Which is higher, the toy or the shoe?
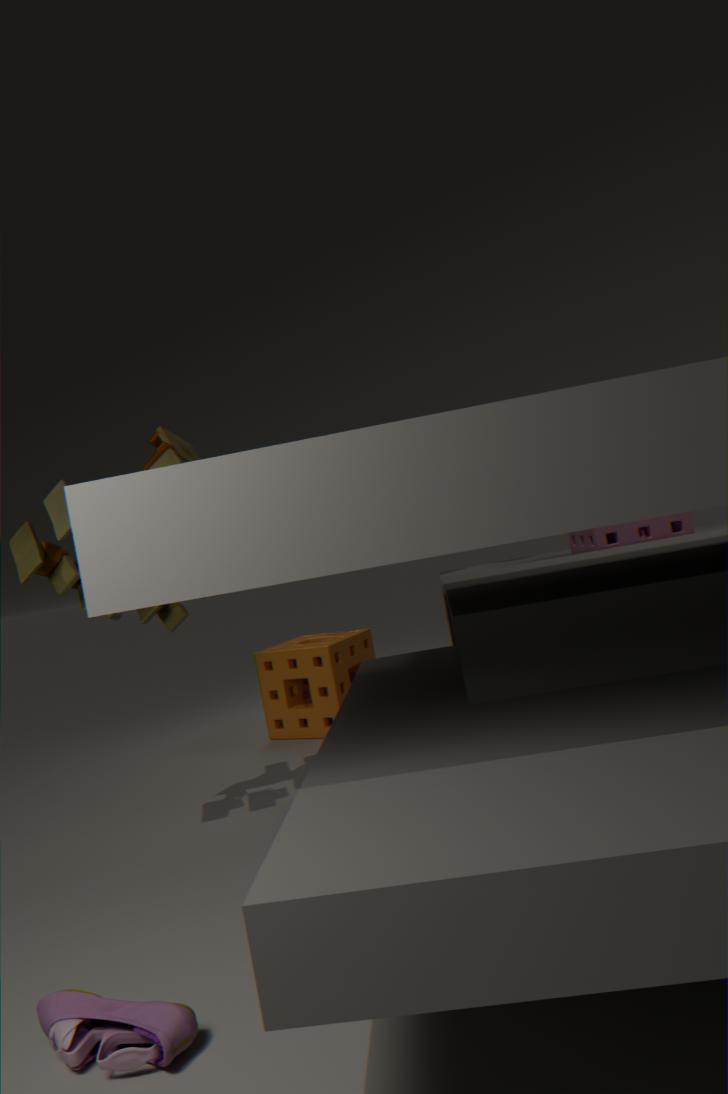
the toy
